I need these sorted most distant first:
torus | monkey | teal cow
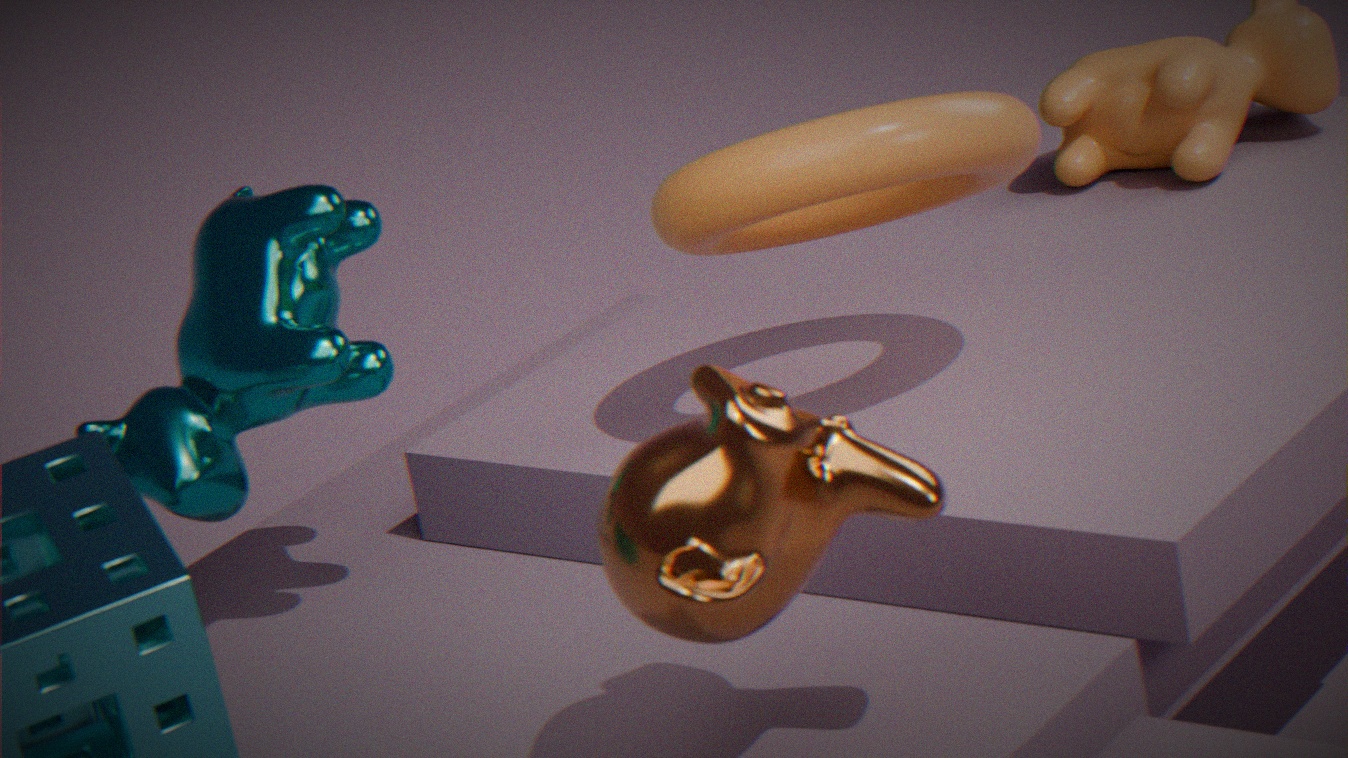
teal cow, torus, monkey
